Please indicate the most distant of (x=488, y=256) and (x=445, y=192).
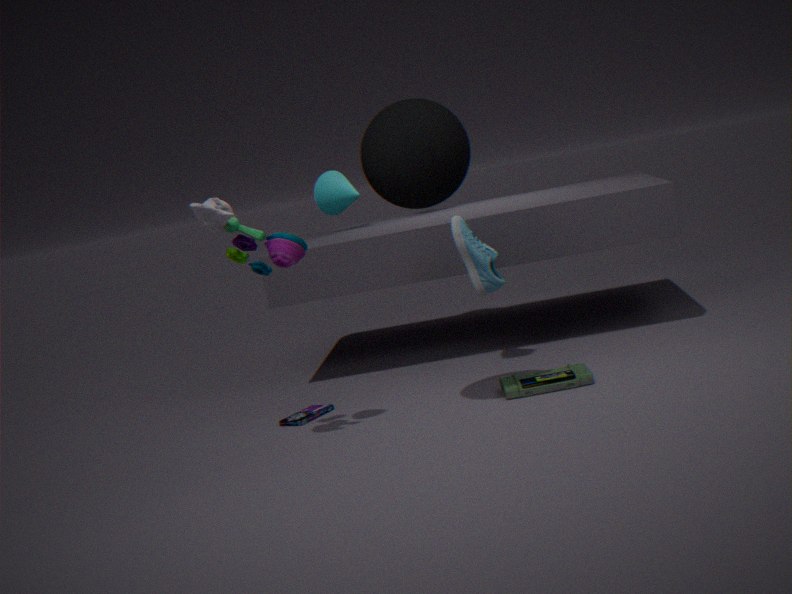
(x=488, y=256)
